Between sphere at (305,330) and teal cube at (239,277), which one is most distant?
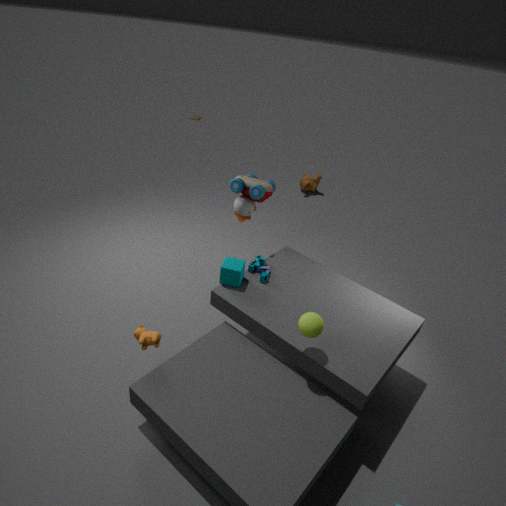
teal cube at (239,277)
